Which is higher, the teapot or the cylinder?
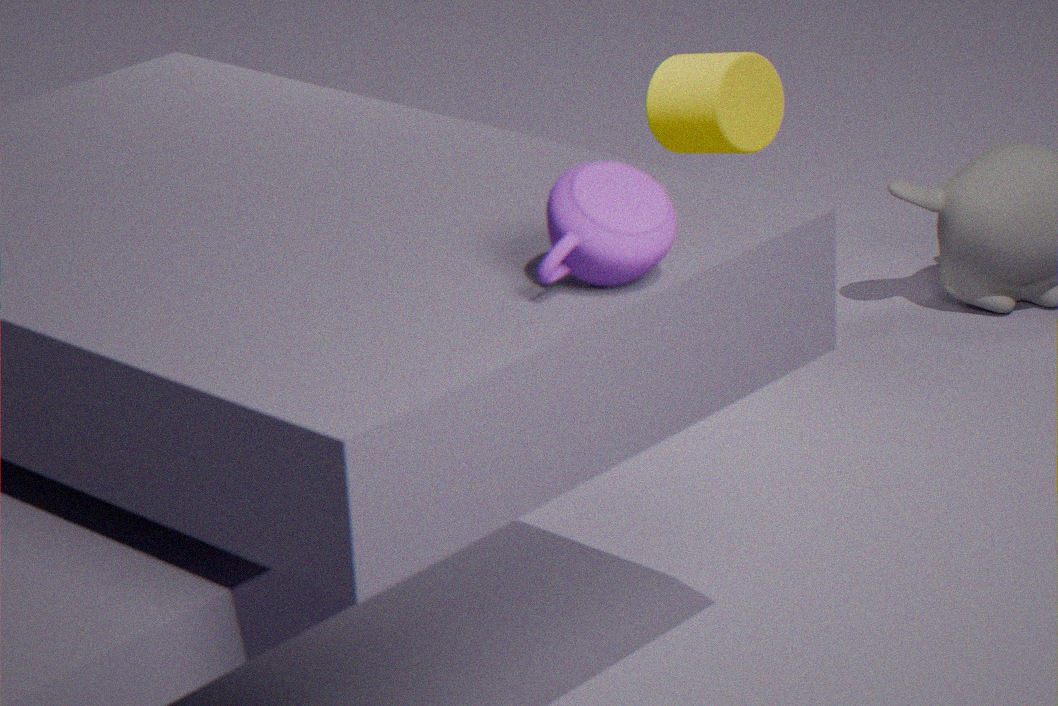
the teapot
